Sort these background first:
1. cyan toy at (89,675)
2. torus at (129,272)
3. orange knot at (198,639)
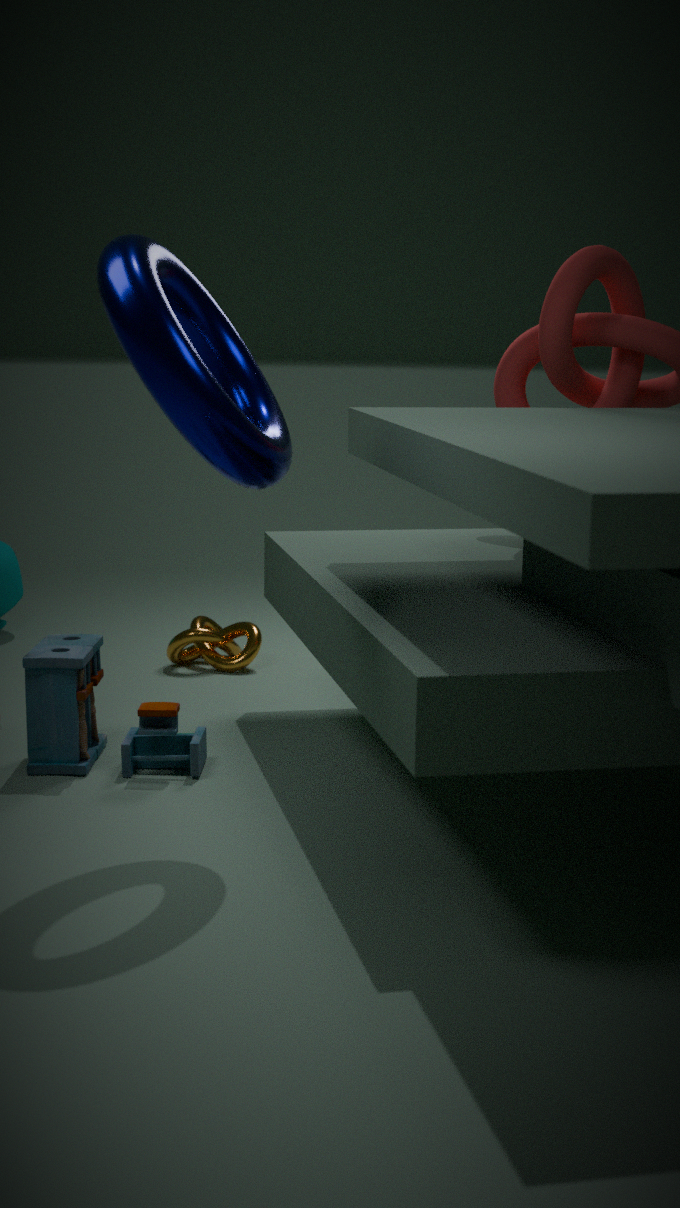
1. orange knot at (198,639)
2. cyan toy at (89,675)
3. torus at (129,272)
